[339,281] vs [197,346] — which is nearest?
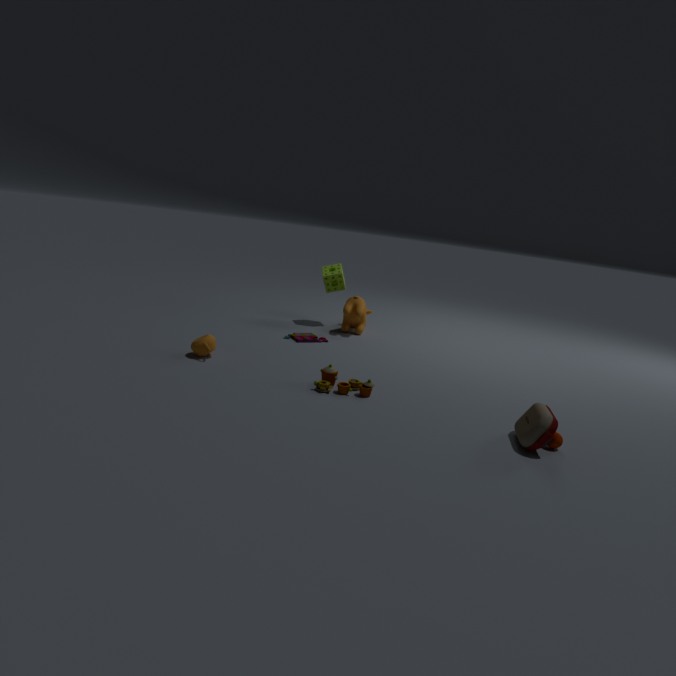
[197,346]
